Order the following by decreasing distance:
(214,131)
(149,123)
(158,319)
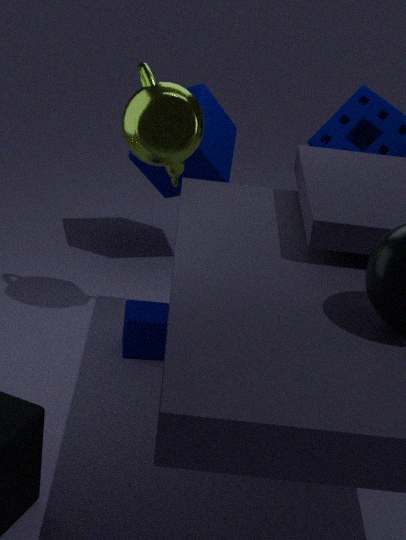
(214,131), (158,319), (149,123)
